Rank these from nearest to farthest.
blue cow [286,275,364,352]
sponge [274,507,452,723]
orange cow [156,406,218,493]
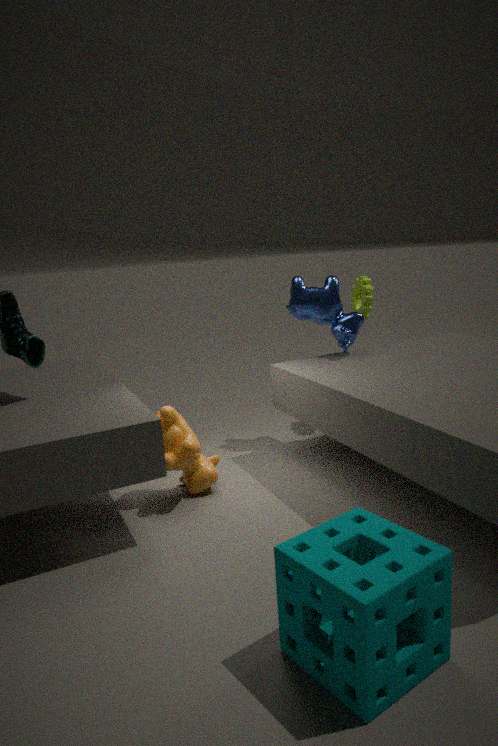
sponge [274,507,452,723], orange cow [156,406,218,493], blue cow [286,275,364,352]
